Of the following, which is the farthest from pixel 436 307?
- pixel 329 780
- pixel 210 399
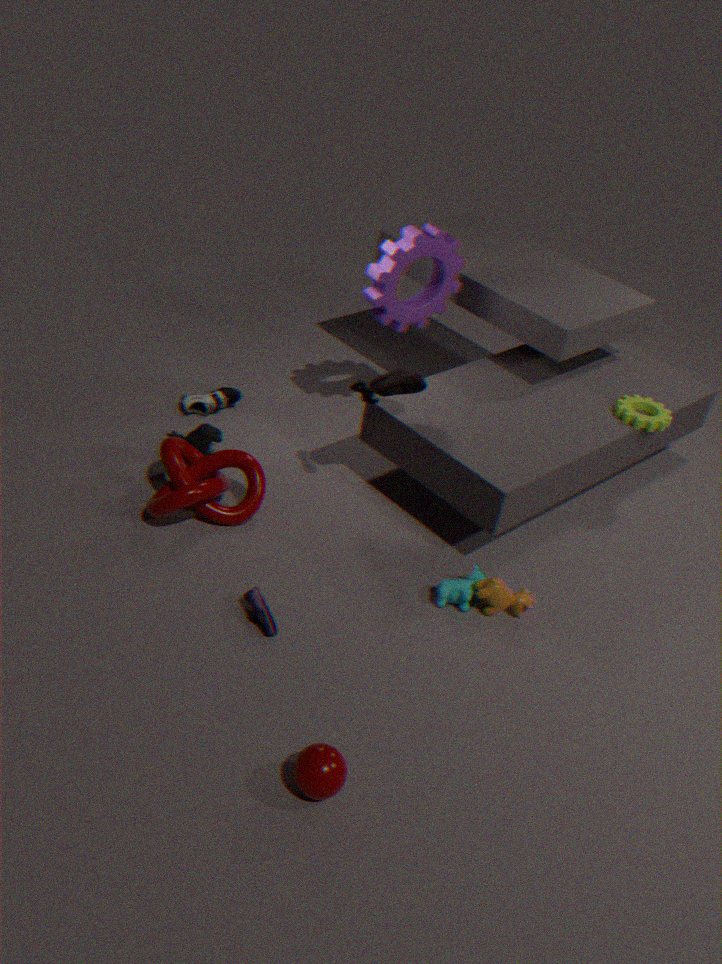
pixel 329 780
